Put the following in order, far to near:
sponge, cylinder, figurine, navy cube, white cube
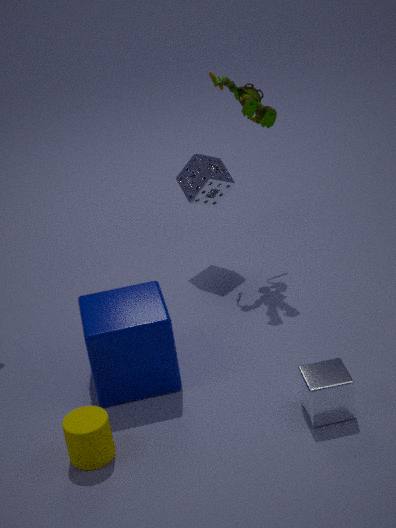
sponge
figurine
navy cube
white cube
cylinder
